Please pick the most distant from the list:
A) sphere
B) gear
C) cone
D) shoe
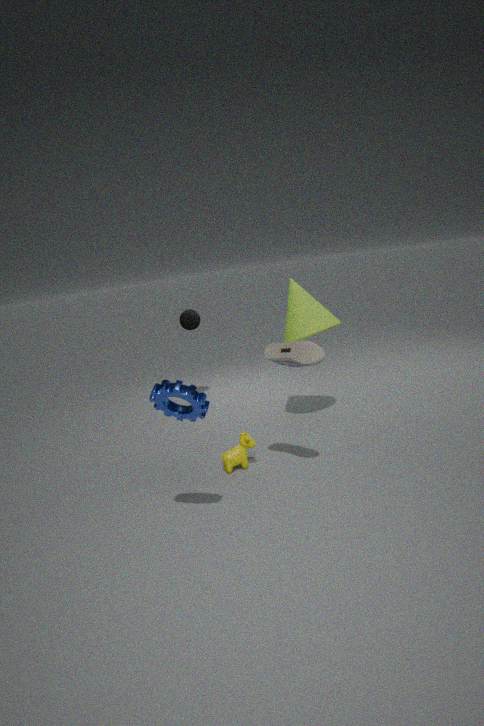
sphere
